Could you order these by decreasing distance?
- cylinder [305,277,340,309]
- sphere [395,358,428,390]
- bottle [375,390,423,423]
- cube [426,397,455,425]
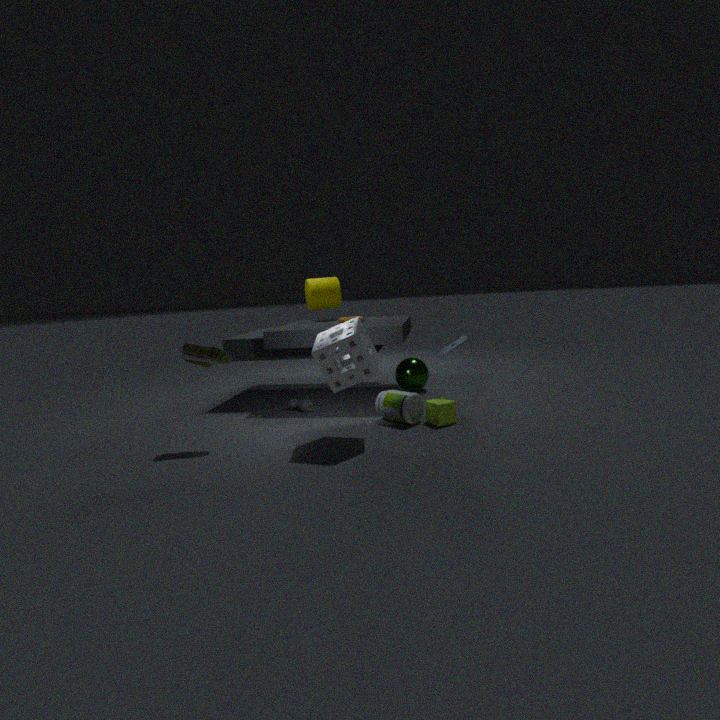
cylinder [305,277,340,309], sphere [395,358,428,390], bottle [375,390,423,423], cube [426,397,455,425]
